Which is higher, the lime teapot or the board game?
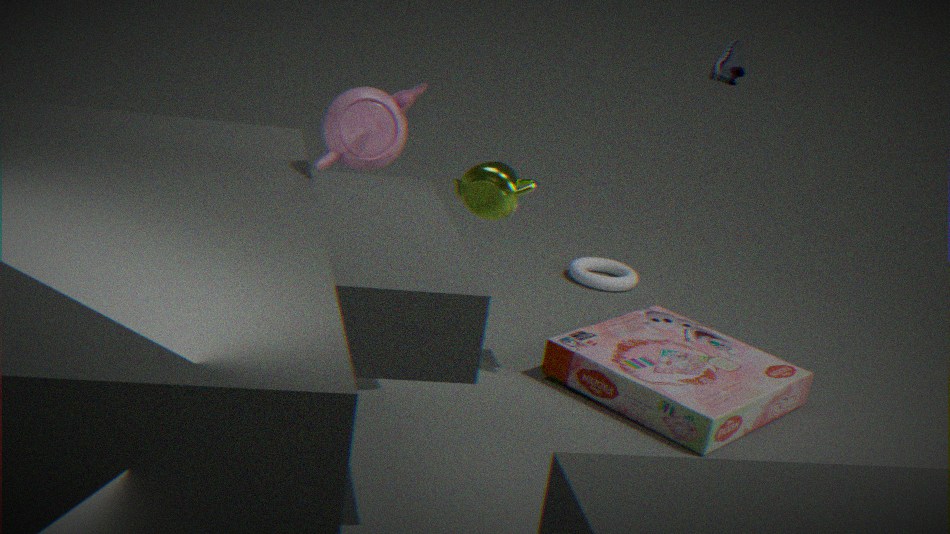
the lime teapot
